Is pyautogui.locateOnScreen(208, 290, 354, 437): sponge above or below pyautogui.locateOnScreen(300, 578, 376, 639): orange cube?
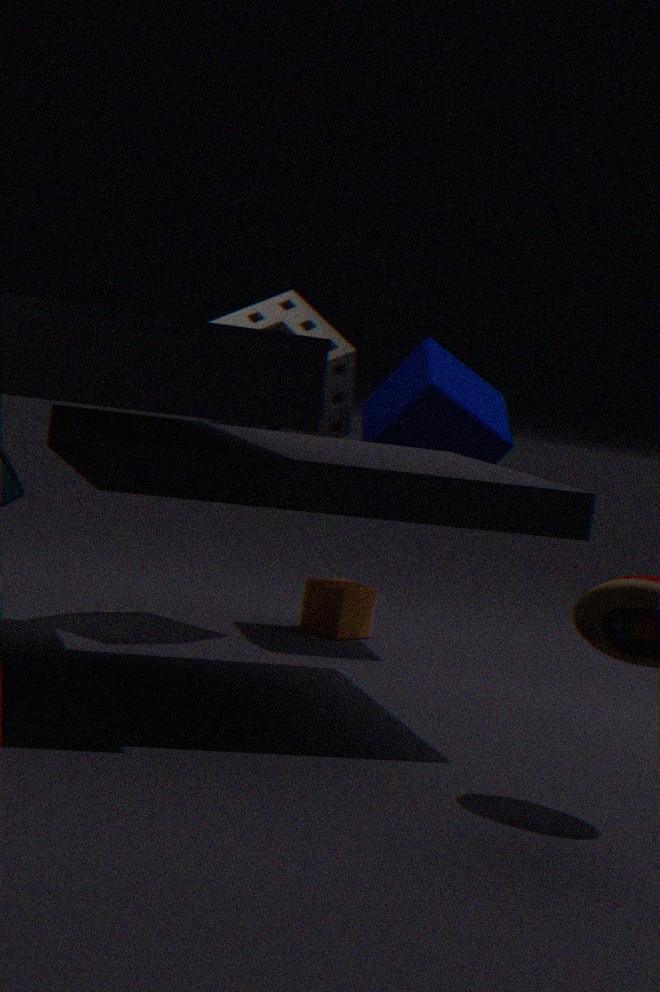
above
